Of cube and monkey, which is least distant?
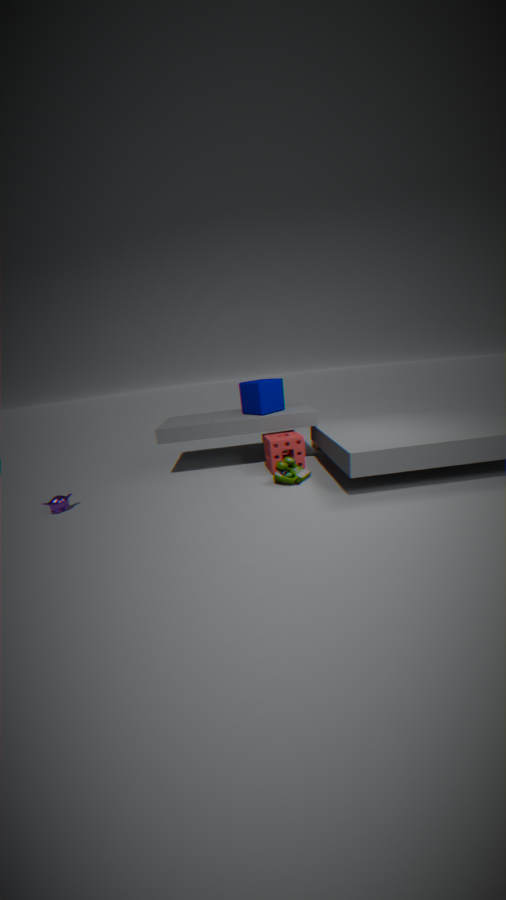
monkey
